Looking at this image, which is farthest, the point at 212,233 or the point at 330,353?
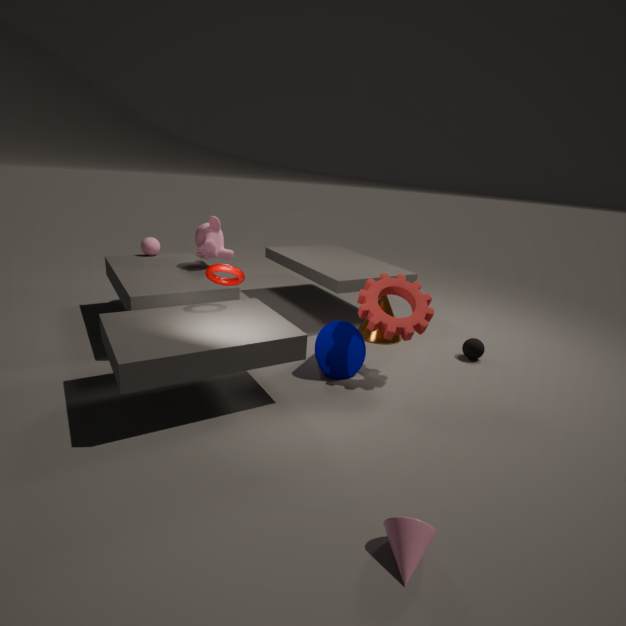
the point at 212,233
